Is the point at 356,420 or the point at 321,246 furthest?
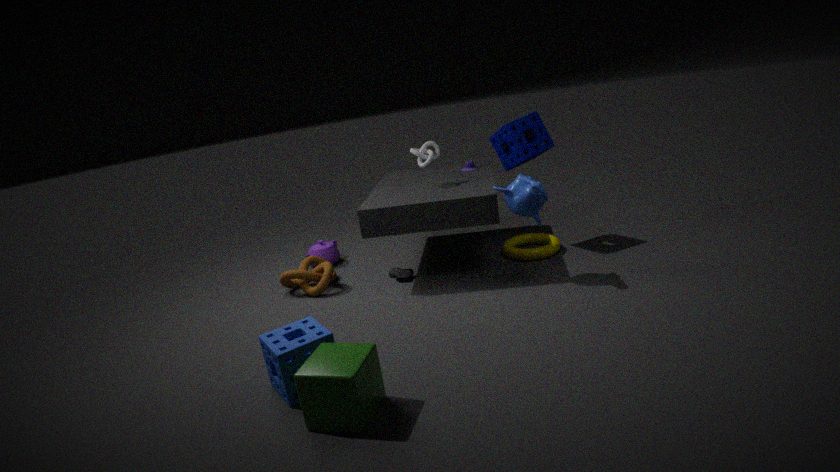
the point at 321,246
